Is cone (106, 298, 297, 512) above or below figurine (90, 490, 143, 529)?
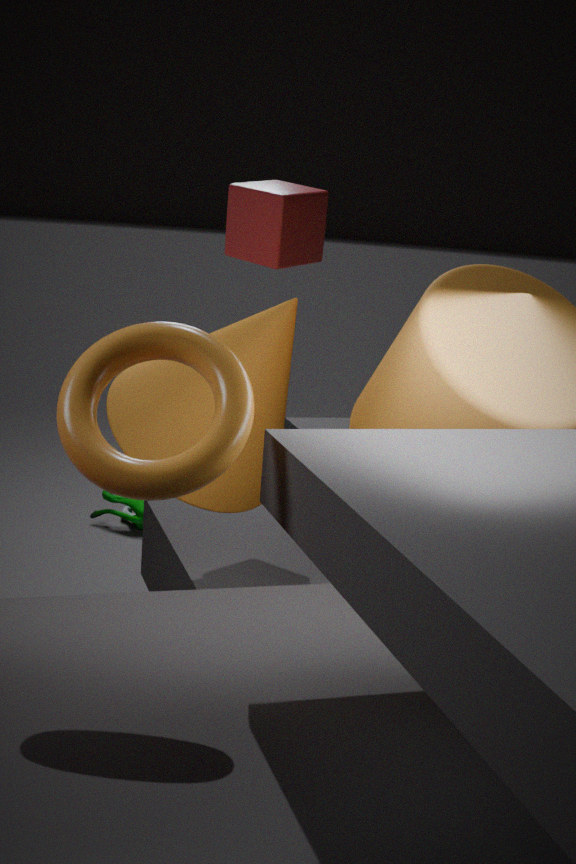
above
